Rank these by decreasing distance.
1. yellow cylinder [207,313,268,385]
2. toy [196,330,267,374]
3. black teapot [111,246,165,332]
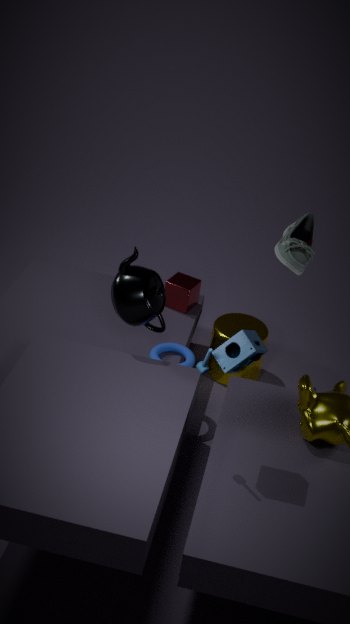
yellow cylinder [207,313,268,385], black teapot [111,246,165,332], toy [196,330,267,374]
